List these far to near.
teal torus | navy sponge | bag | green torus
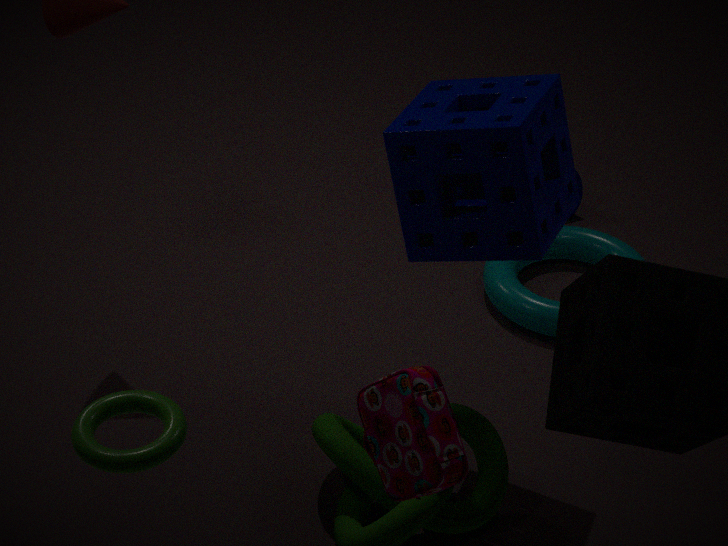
1. teal torus
2. navy sponge
3. green torus
4. bag
